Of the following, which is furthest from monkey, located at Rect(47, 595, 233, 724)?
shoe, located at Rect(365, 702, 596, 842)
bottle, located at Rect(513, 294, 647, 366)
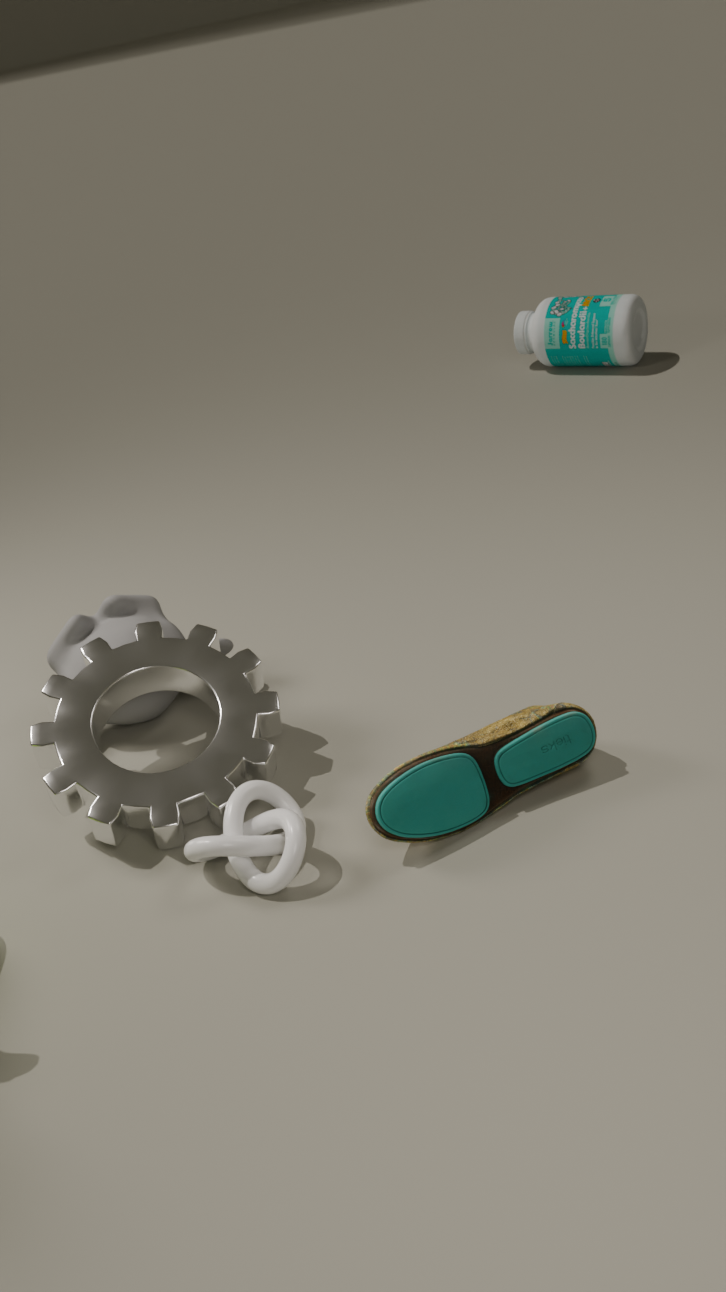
bottle, located at Rect(513, 294, 647, 366)
